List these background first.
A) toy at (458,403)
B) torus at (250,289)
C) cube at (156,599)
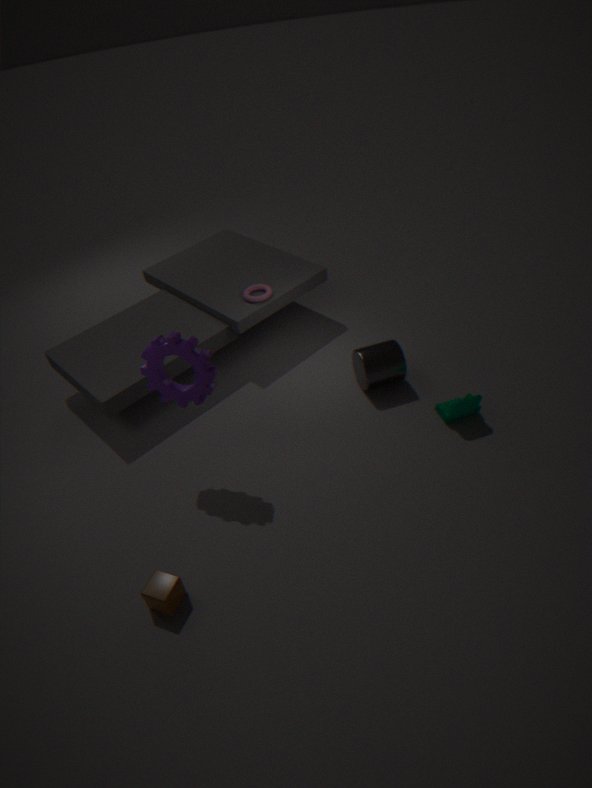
1. torus at (250,289)
2. toy at (458,403)
3. cube at (156,599)
